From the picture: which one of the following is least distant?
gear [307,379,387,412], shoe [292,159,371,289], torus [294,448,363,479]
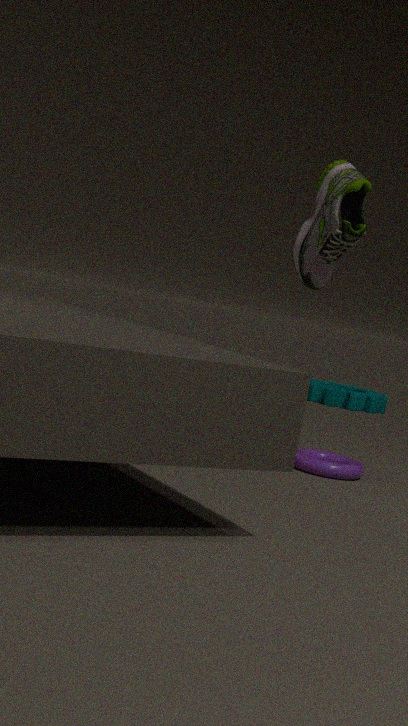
shoe [292,159,371,289]
